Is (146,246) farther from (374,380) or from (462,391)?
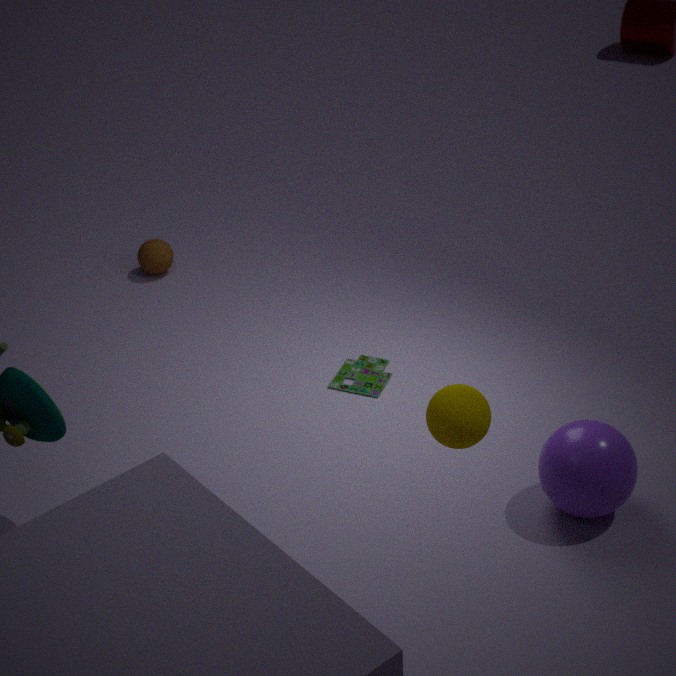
(462,391)
